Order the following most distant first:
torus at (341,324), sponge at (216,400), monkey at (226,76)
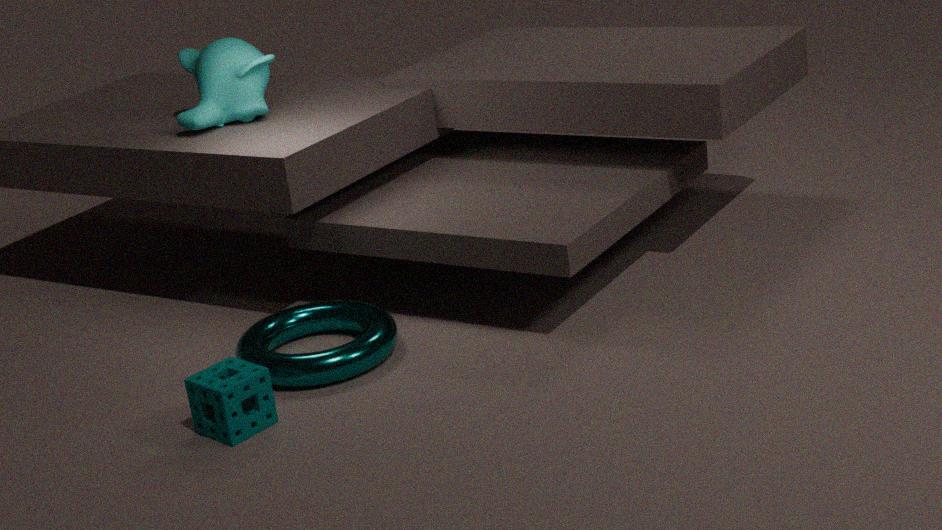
monkey at (226,76), torus at (341,324), sponge at (216,400)
